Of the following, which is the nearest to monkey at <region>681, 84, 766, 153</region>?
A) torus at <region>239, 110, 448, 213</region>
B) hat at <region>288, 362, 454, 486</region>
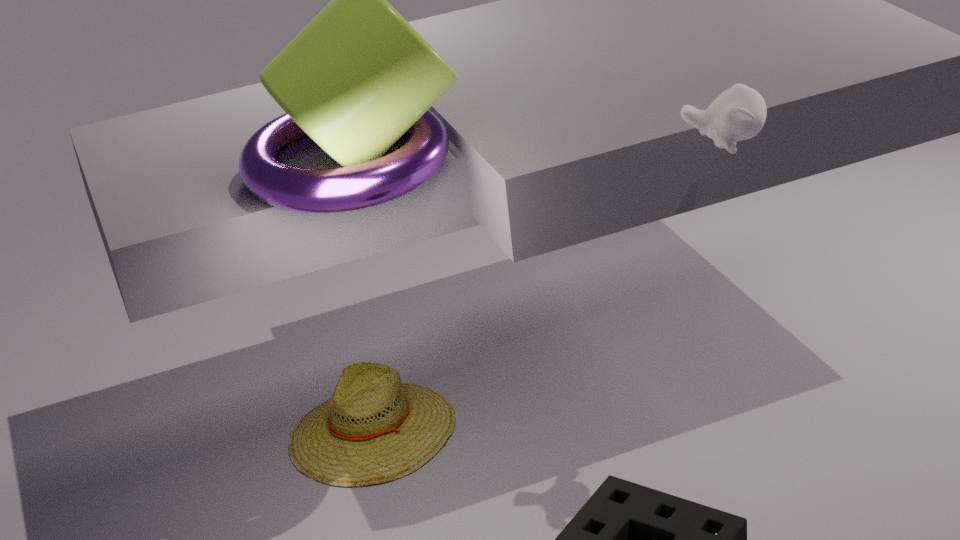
torus at <region>239, 110, 448, 213</region>
